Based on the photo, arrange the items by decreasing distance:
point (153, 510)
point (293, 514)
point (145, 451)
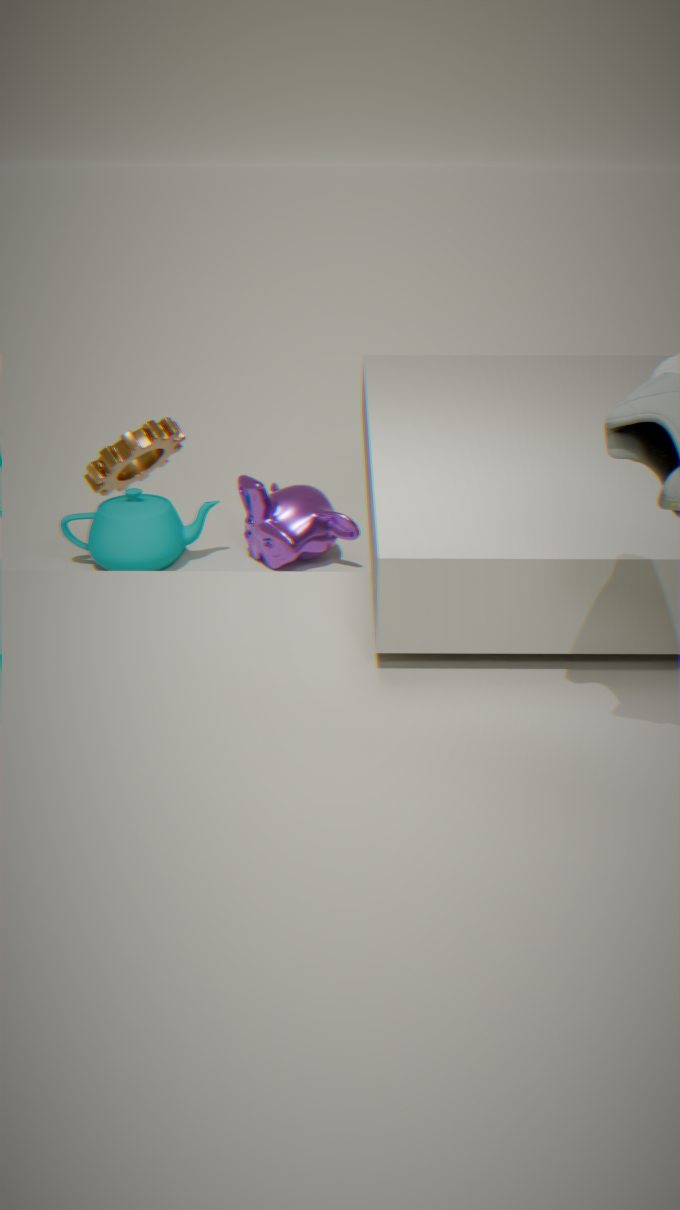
point (293, 514)
point (153, 510)
point (145, 451)
